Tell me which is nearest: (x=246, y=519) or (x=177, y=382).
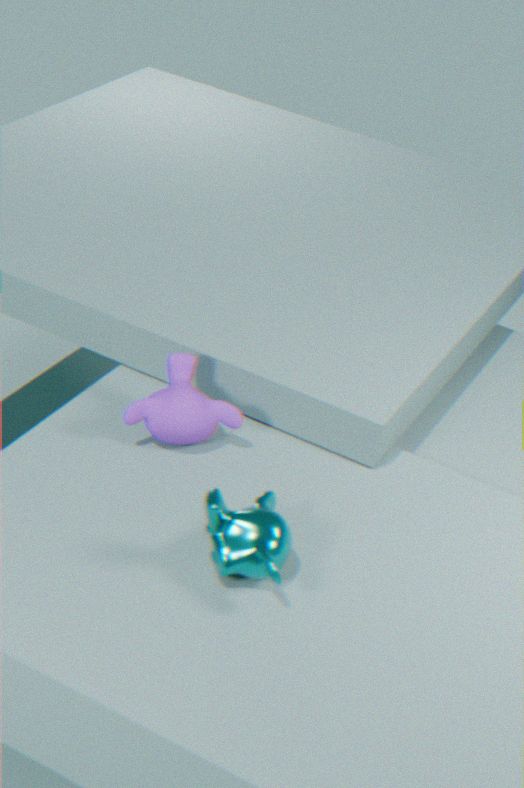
(x=246, y=519)
